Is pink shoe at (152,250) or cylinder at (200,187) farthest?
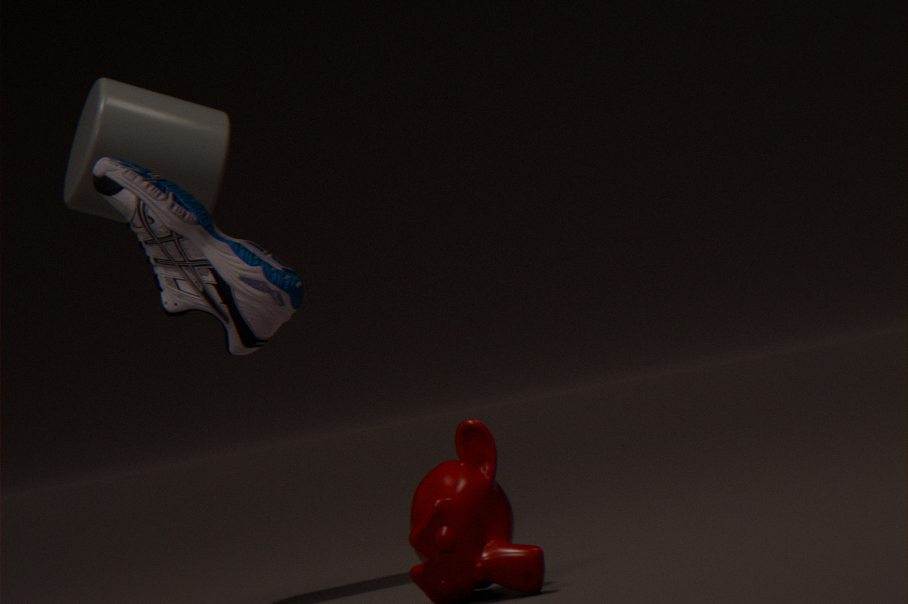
cylinder at (200,187)
